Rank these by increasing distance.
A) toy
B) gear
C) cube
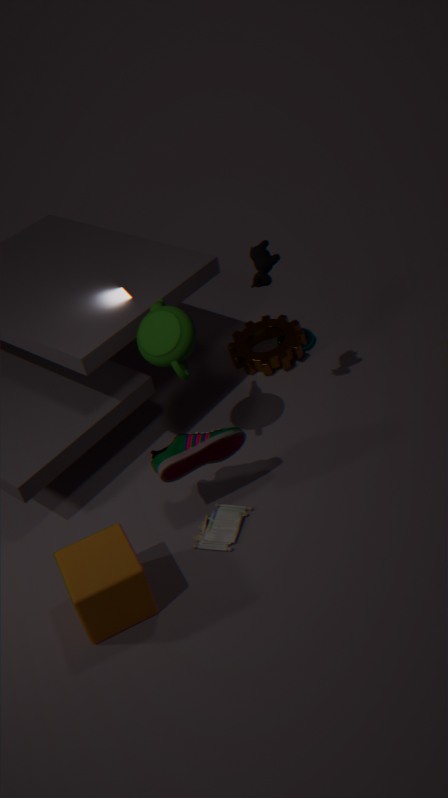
1. C. cube
2. A. toy
3. B. gear
